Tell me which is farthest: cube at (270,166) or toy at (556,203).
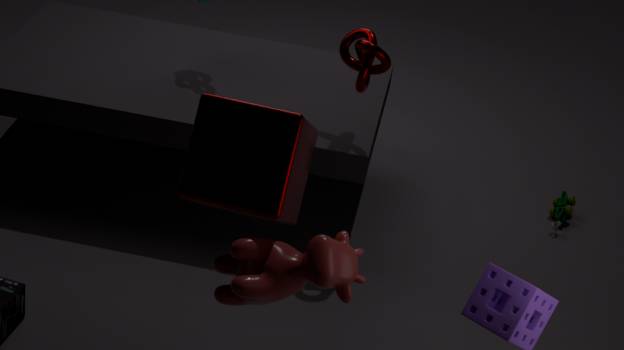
toy at (556,203)
